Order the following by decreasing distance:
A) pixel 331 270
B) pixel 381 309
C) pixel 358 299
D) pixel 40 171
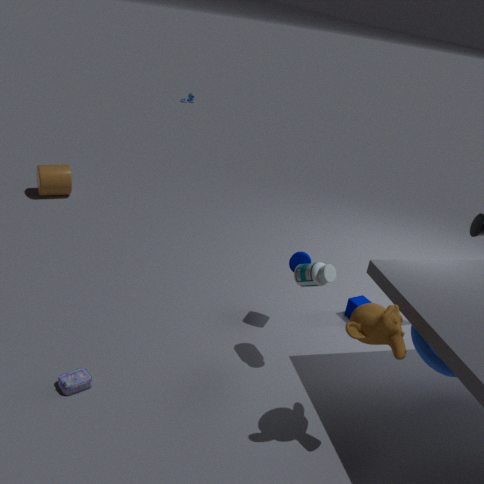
pixel 40 171, pixel 358 299, pixel 331 270, pixel 381 309
